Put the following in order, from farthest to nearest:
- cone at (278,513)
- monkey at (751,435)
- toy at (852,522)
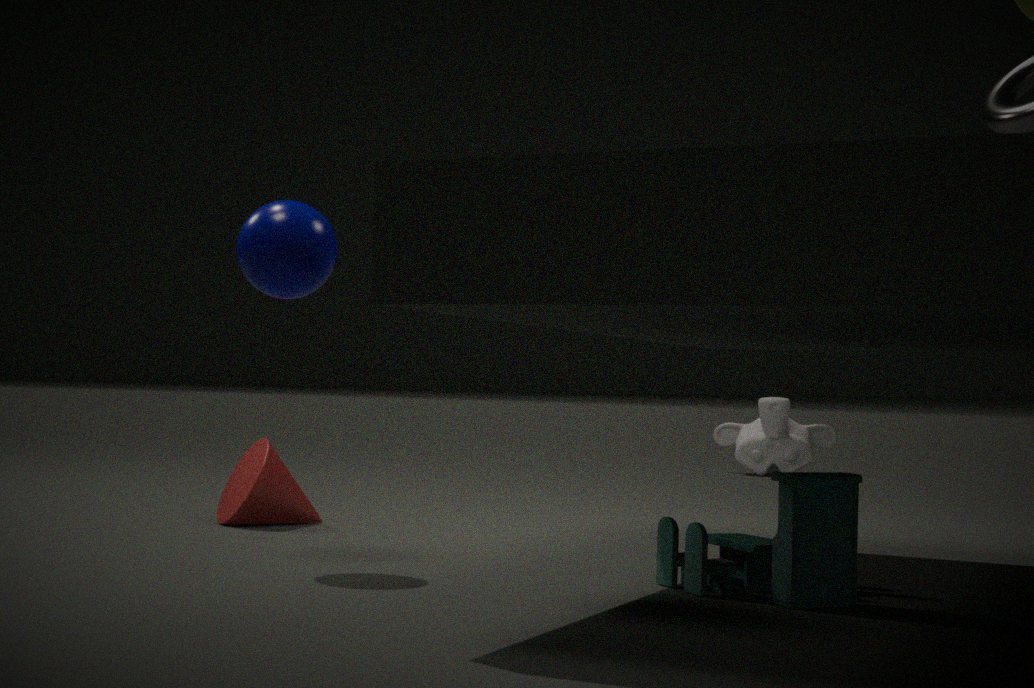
monkey at (751,435)
cone at (278,513)
toy at (852,522)
